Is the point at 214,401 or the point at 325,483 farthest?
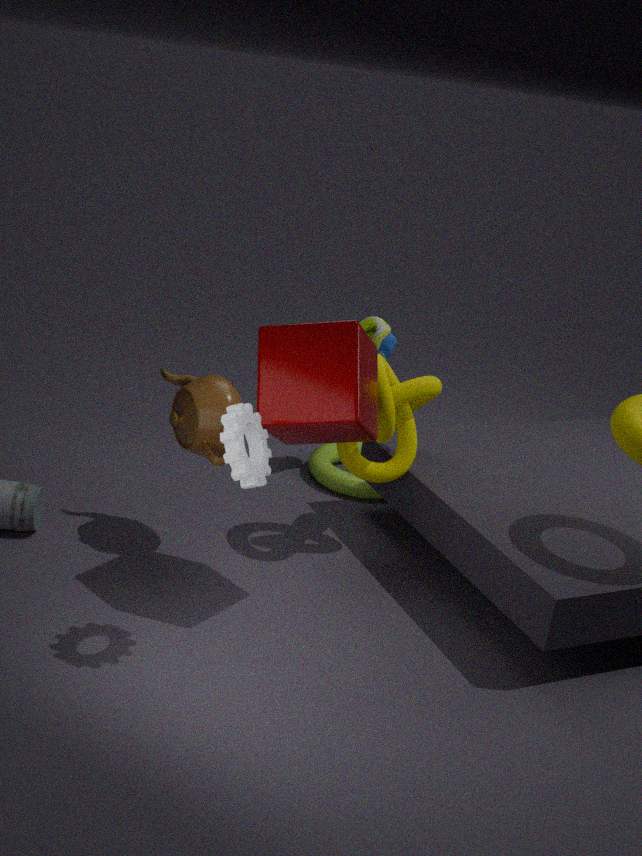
the point at 325,483
